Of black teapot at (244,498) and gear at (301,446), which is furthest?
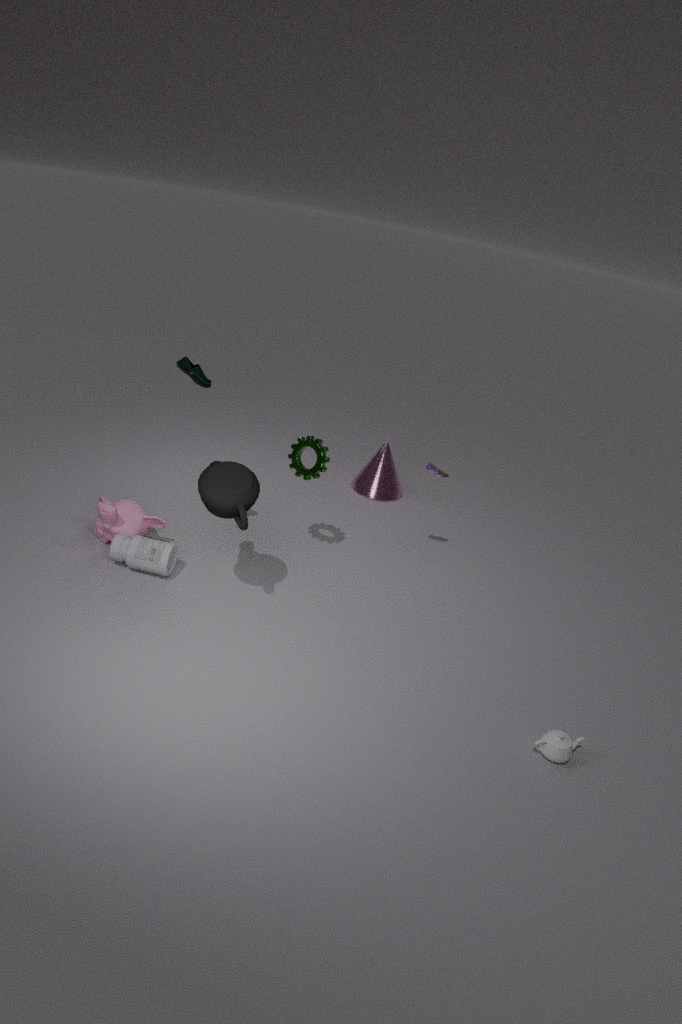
gear at (301,446)
